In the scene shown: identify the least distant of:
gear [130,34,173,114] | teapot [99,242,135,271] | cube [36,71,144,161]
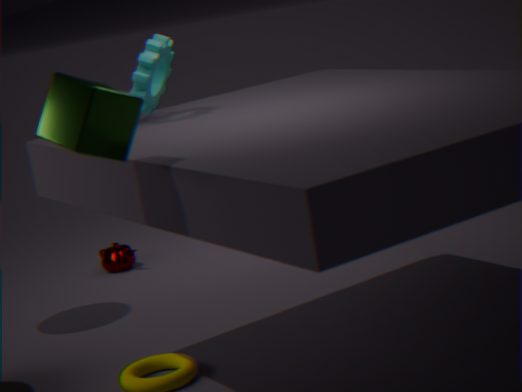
cube [36,71,144,161]
